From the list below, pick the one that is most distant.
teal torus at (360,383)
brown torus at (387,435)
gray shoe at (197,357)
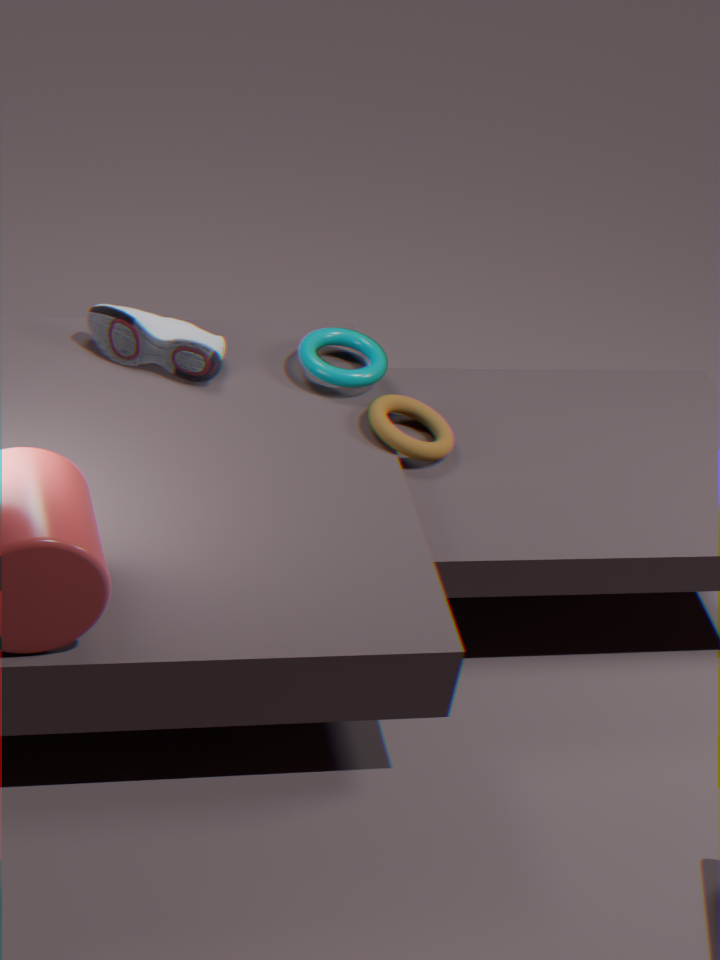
teal torus at (360,383)
